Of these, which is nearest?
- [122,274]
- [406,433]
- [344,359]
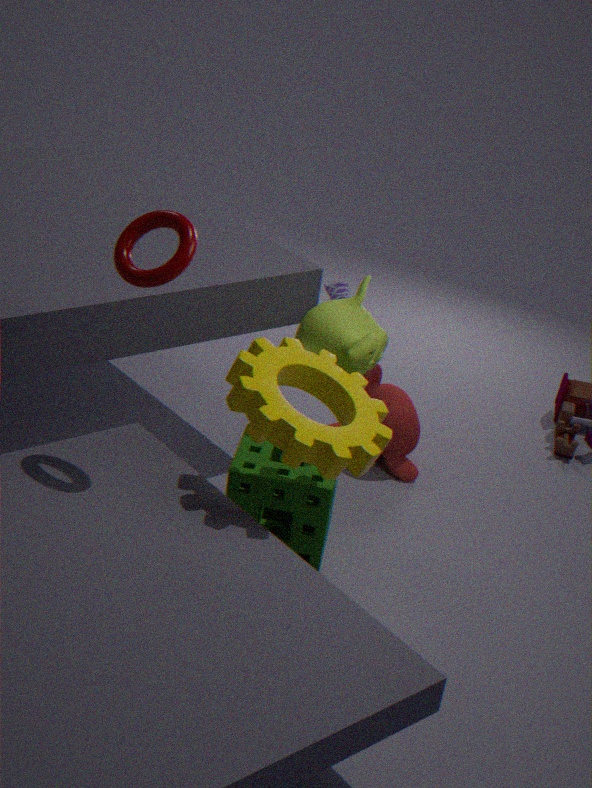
[122,274]
